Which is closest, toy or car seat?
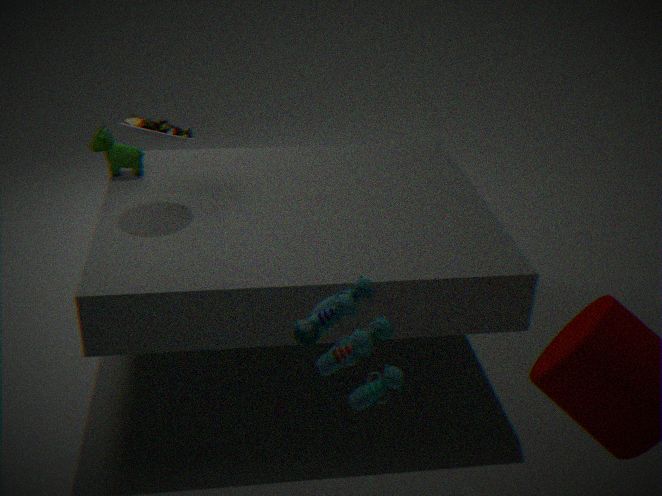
toy
